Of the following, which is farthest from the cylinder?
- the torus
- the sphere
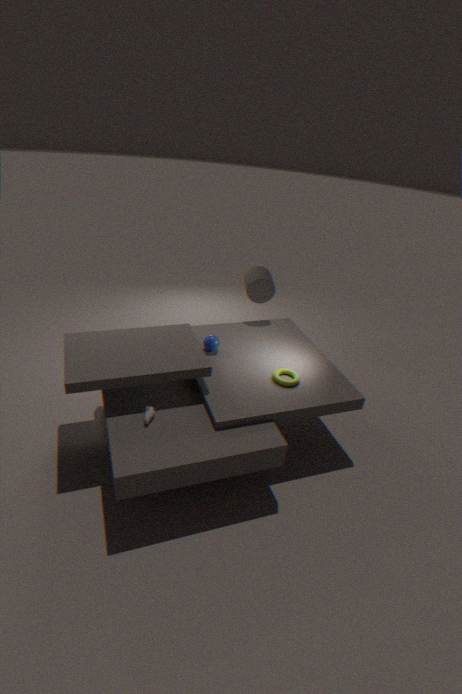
the torus
